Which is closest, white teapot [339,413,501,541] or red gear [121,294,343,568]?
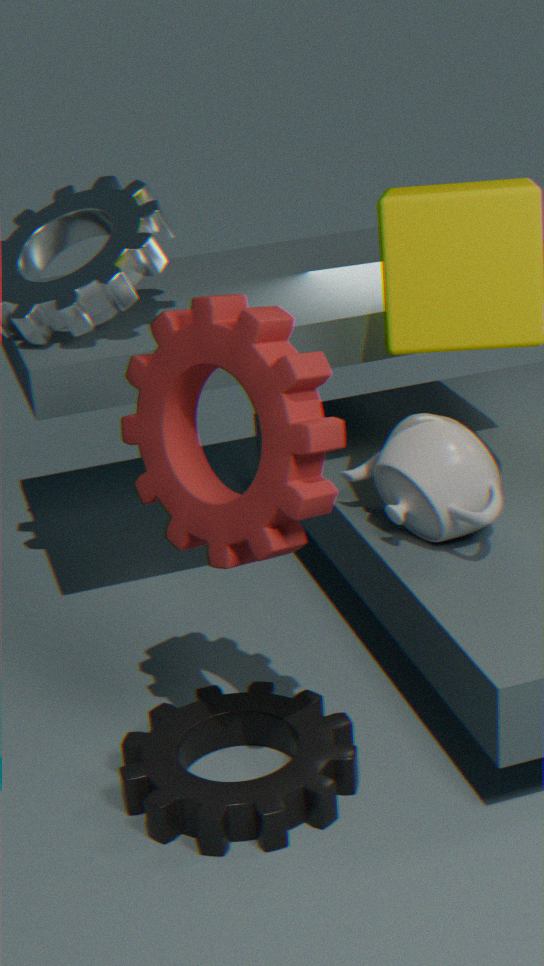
red gear [121,294,343,568]
